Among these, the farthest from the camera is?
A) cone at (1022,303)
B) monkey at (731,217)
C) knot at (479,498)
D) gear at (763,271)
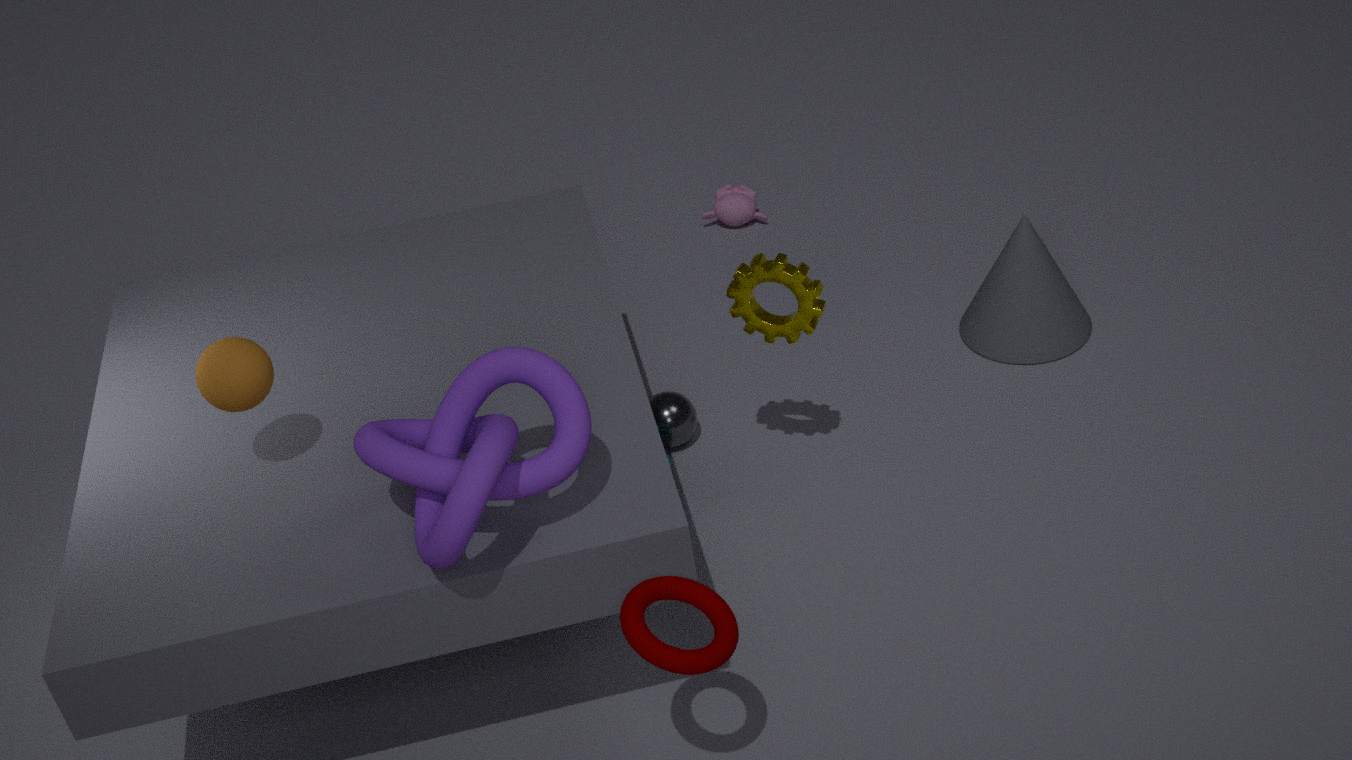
monkey at (731,217)
